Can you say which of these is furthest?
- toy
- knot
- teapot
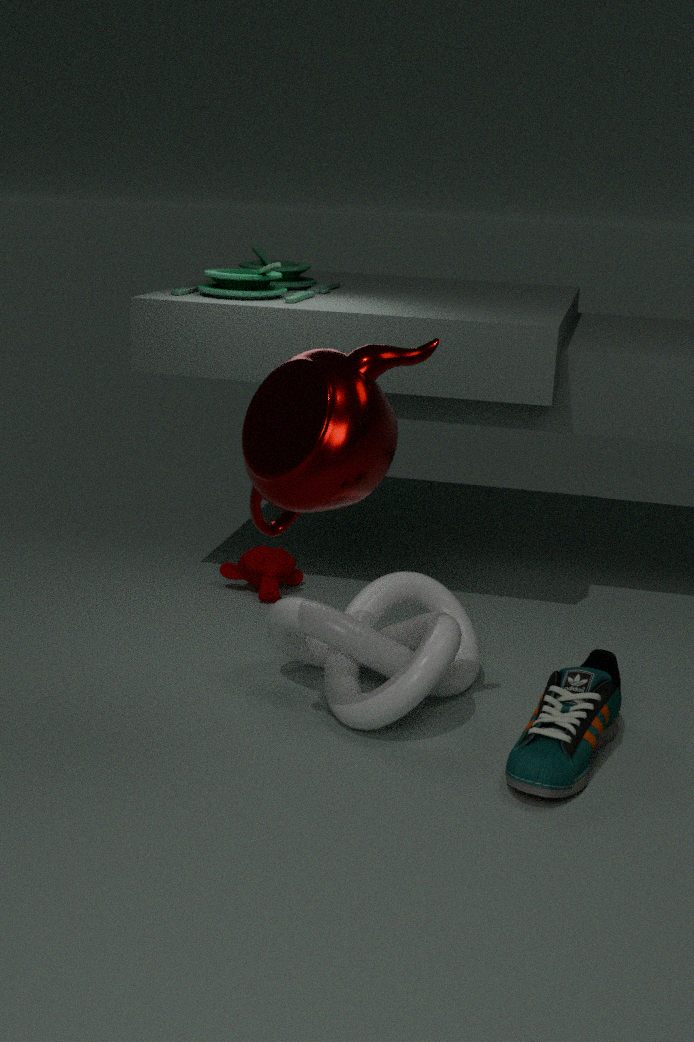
toy
